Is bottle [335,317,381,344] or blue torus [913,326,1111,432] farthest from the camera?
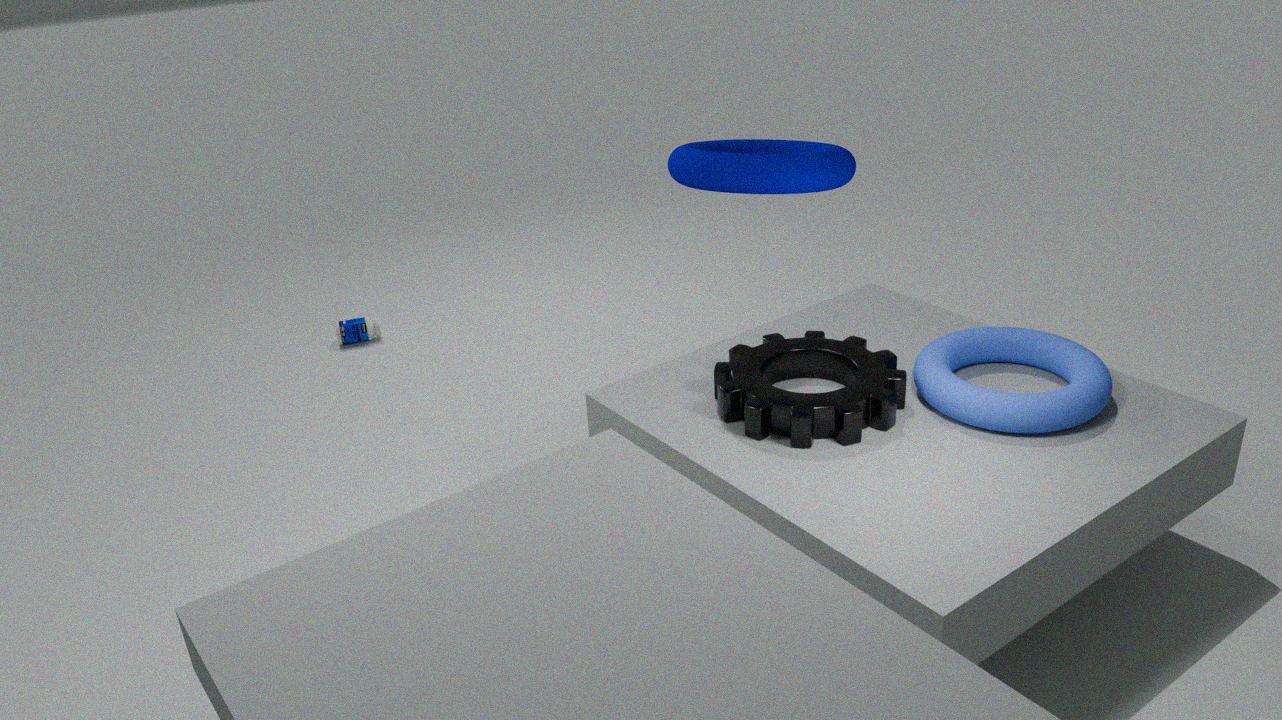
bottle [335,317,381,344]
